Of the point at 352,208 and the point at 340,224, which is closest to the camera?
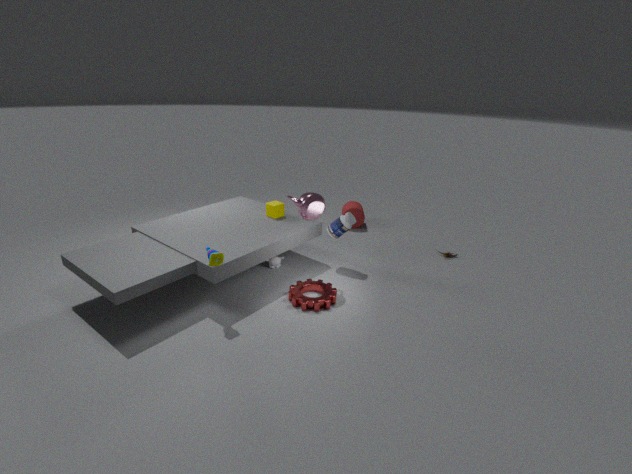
the point at 340,224
